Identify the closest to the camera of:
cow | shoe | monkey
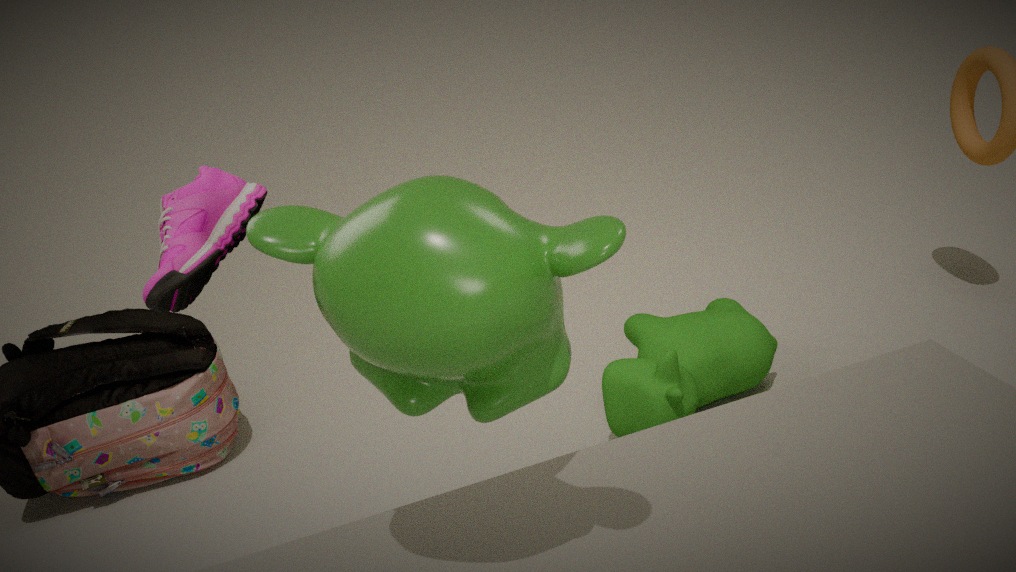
monkey
